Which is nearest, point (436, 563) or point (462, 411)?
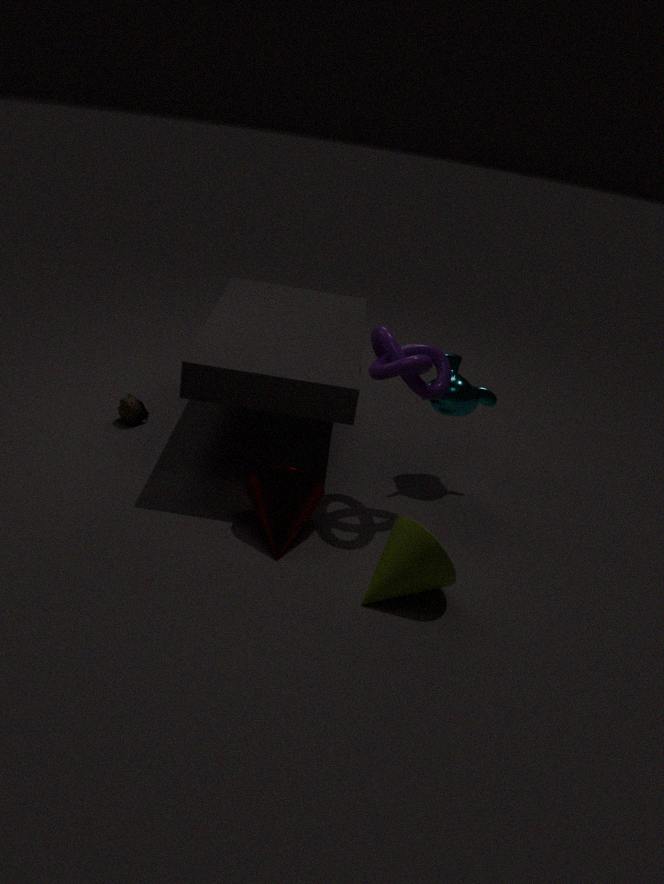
point (436, 563)
